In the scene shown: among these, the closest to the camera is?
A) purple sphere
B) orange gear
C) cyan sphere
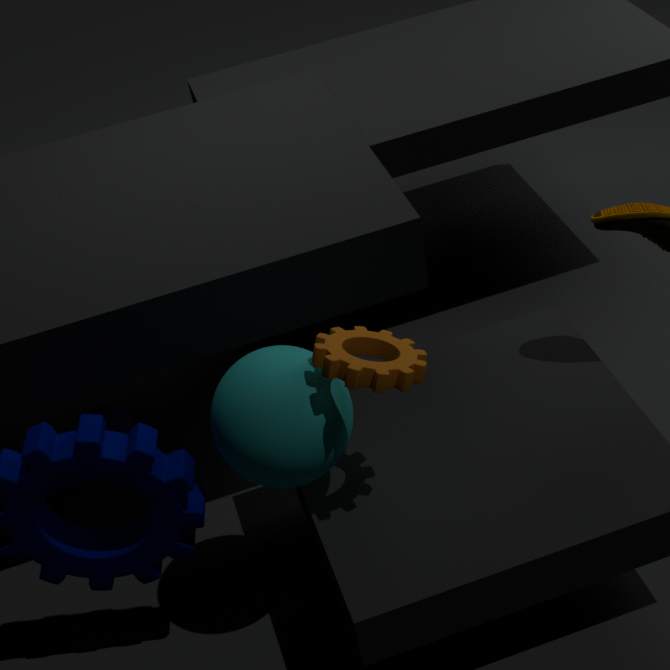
orange gear
